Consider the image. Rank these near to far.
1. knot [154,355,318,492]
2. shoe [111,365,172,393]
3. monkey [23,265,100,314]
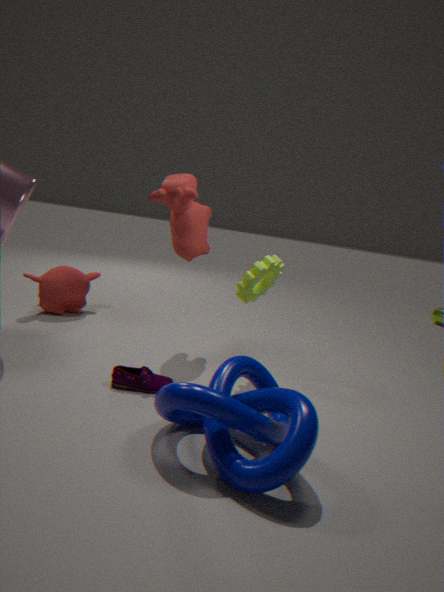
knot [154,355,318,492], shoe [111,365,172,393], monkey [23,265,100,314]
